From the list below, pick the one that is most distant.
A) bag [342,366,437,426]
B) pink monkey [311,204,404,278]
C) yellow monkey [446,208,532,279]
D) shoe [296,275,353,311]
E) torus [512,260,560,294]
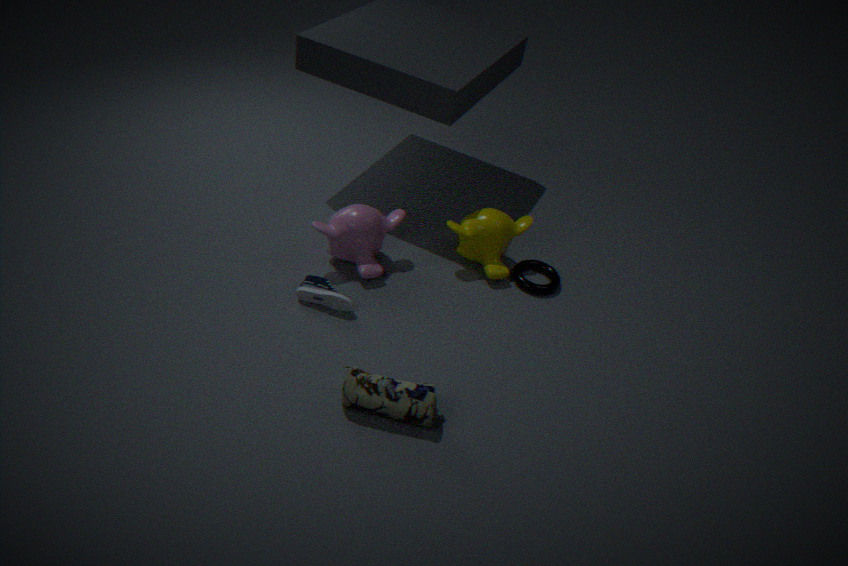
torus [512,260,560,294]
